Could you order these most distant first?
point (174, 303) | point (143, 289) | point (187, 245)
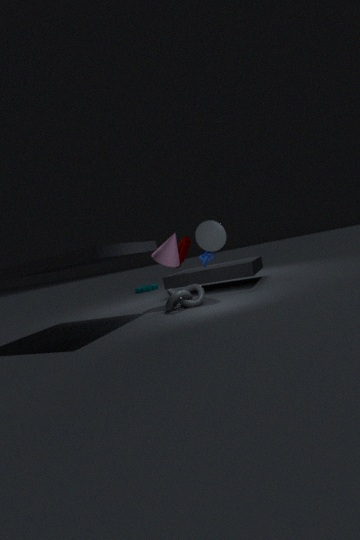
point (143, 289)
point (187, 245)
point (174, 303)
